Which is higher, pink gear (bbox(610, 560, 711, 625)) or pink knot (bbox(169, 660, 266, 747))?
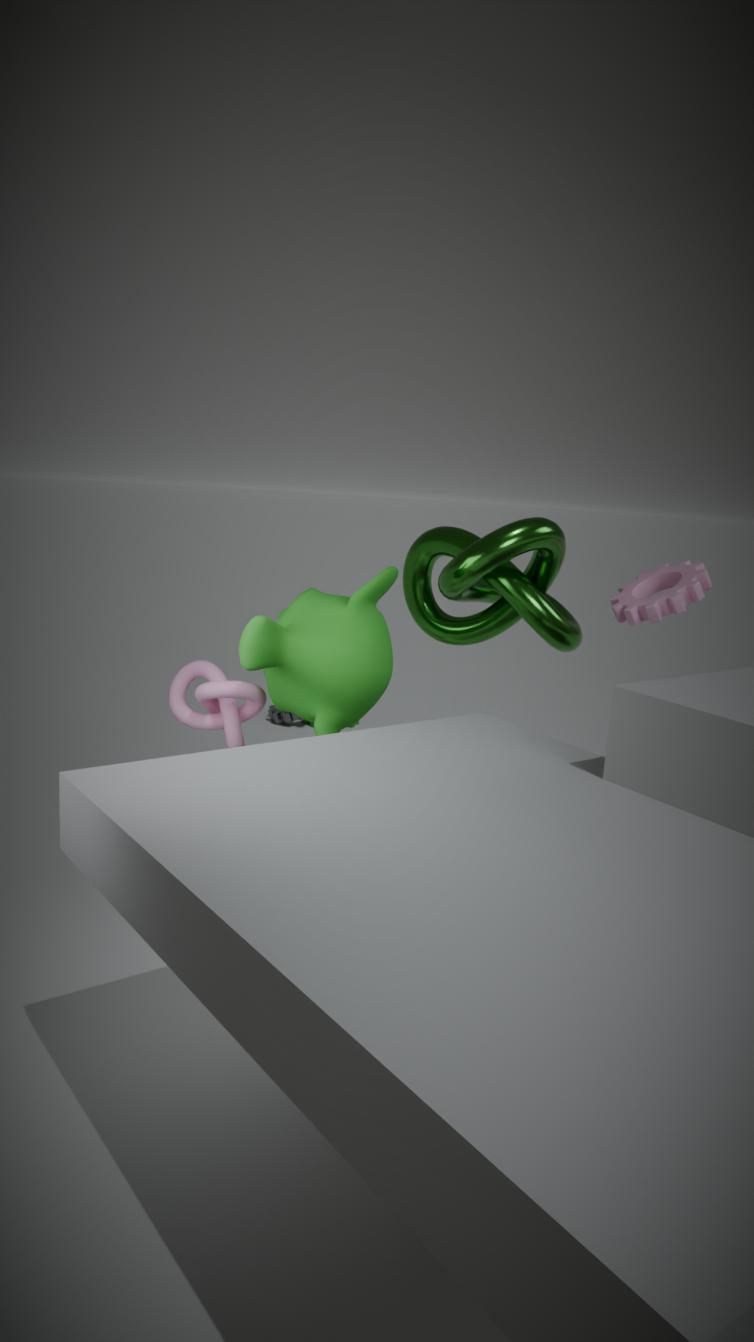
pink gear (bbox(610, 560, 711, 625))
